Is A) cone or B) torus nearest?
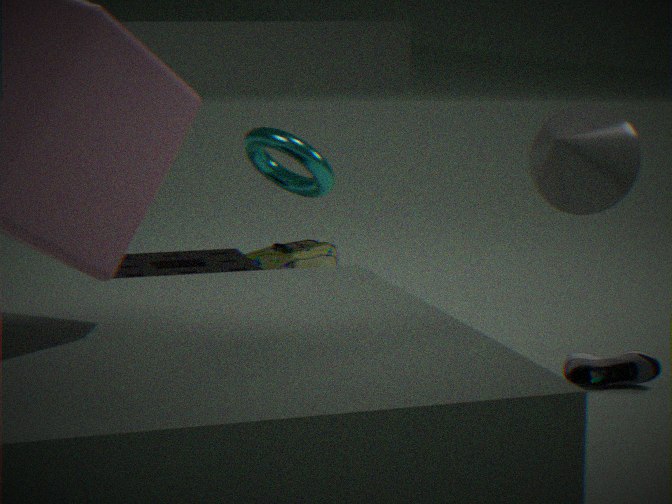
A. cone
